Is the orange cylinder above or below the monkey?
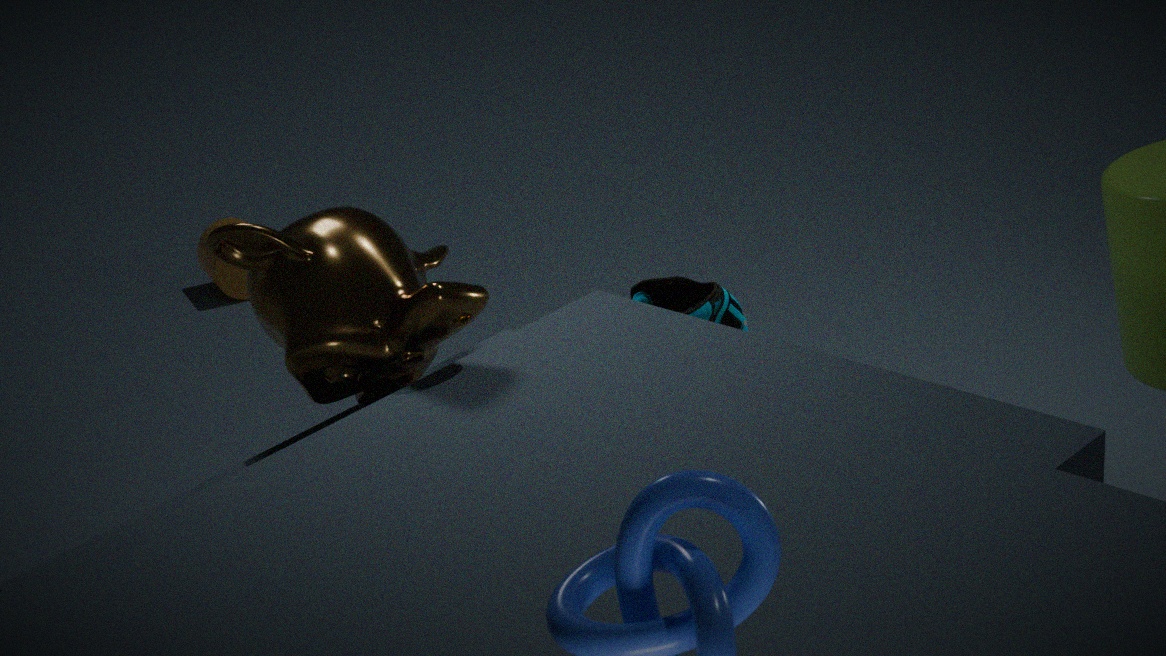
below
